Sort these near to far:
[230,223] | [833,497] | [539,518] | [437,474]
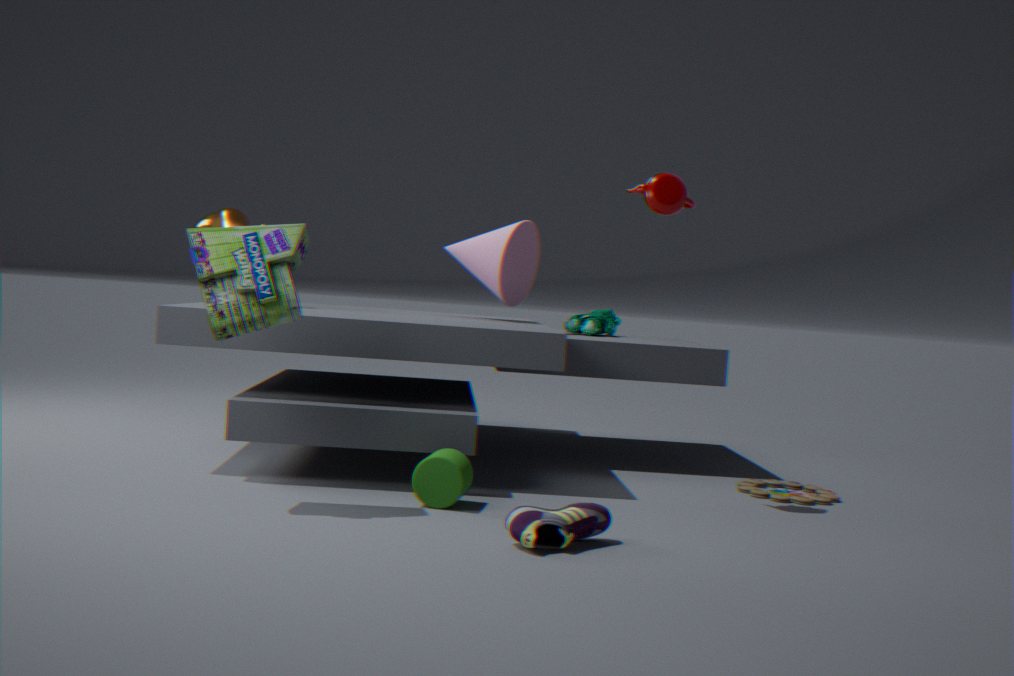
[539,518], [437,474], [833,497], [230,223]
